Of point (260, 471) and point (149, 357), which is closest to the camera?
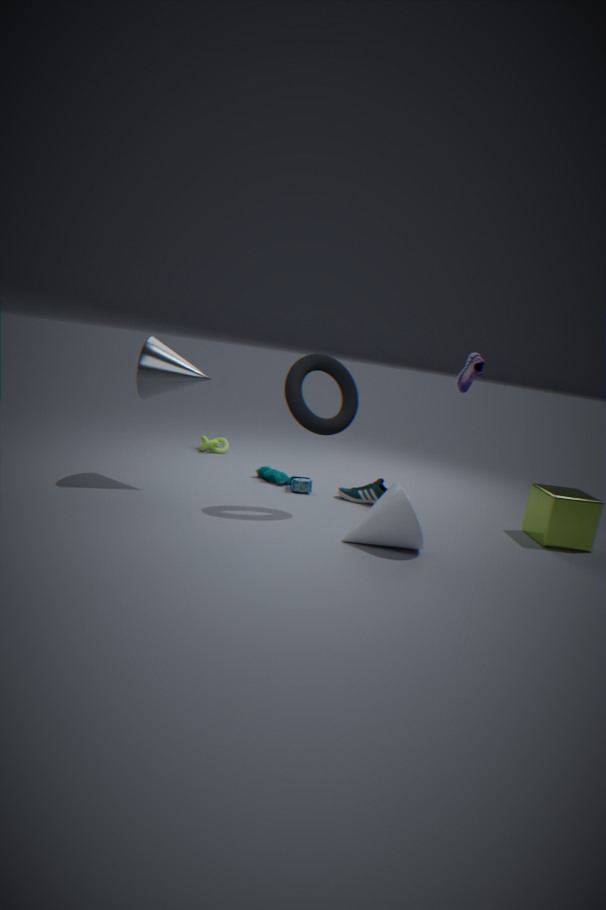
point (149, 357)
